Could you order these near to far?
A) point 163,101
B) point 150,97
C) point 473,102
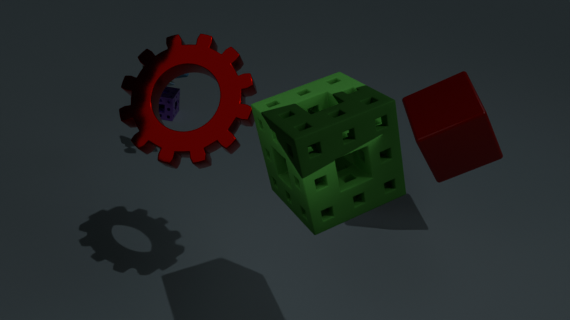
1. point 150,97
2. point 473,102
3. point 163,101
